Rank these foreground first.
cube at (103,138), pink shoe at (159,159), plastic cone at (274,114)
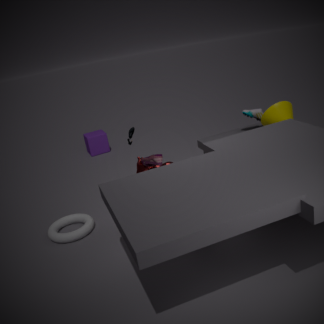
pink shoe at (159,159), plastic cone at (274,114), cube at (103,138)
